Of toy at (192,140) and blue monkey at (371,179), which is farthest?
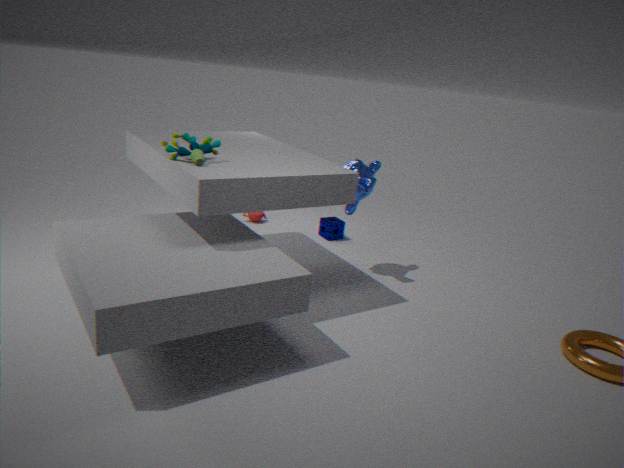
blue monkey at (371,179)
